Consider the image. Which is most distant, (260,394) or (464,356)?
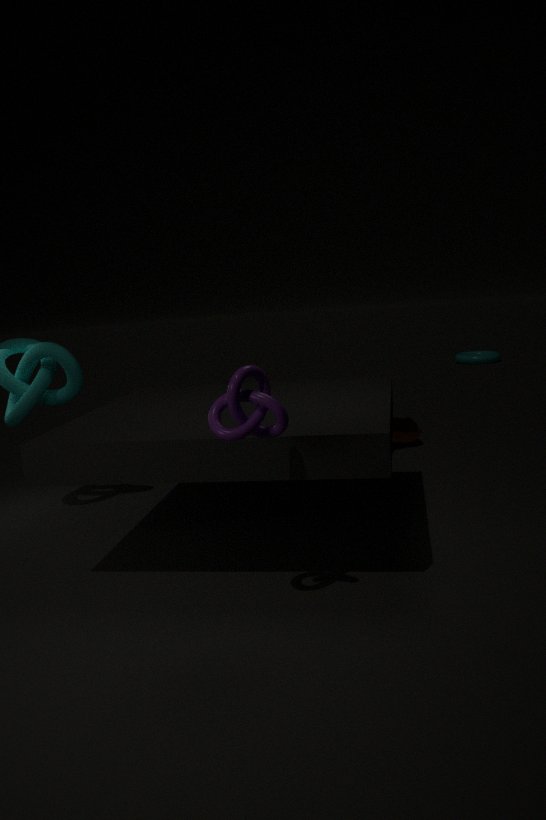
(464,356)
